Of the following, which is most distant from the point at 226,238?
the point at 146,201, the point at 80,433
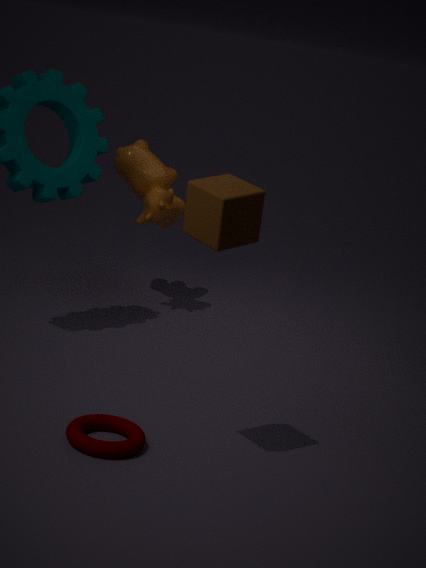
the point at 146,201
